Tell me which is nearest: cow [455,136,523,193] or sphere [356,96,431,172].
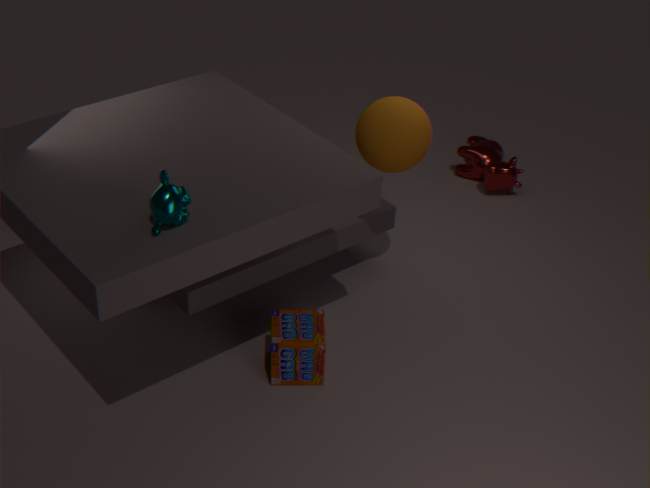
sphere [356,96,431,172]
